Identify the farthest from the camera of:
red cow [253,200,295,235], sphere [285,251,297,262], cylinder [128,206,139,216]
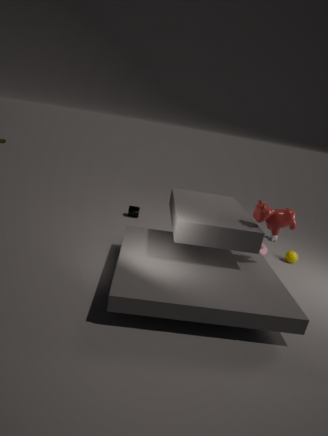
cylinder [128,206,139,216]
